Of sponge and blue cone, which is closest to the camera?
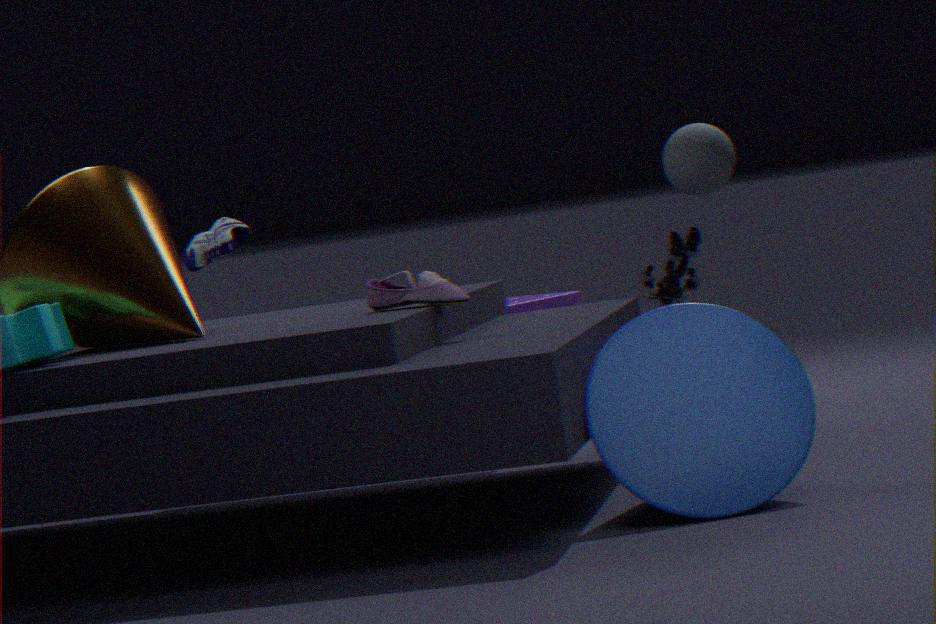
blue cone
